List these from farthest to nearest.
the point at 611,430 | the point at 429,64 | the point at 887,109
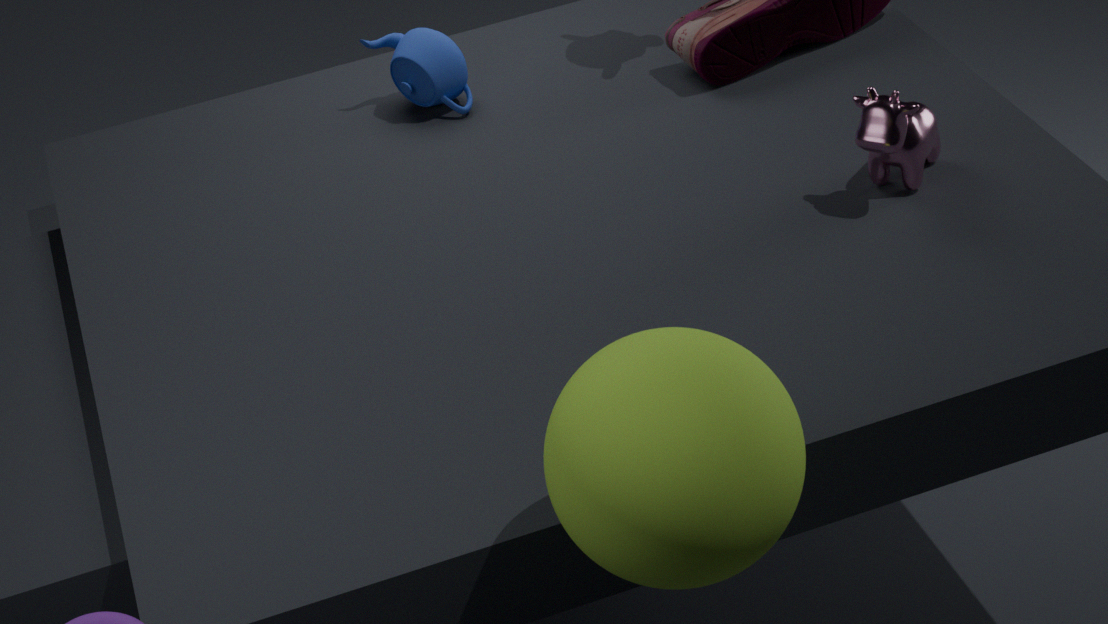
the point at 429,64
the point at 887,109
the point at 611,430
